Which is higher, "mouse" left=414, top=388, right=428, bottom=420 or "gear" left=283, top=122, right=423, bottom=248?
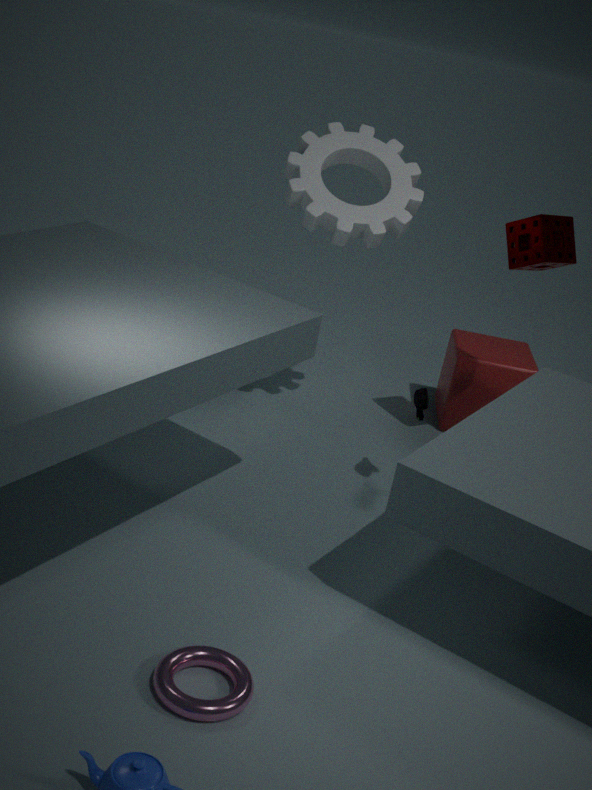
"gear" left=283, top=122, right=423, bottom=248
